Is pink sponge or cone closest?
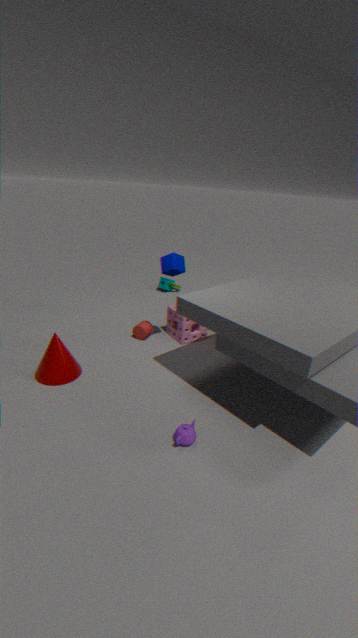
cone
